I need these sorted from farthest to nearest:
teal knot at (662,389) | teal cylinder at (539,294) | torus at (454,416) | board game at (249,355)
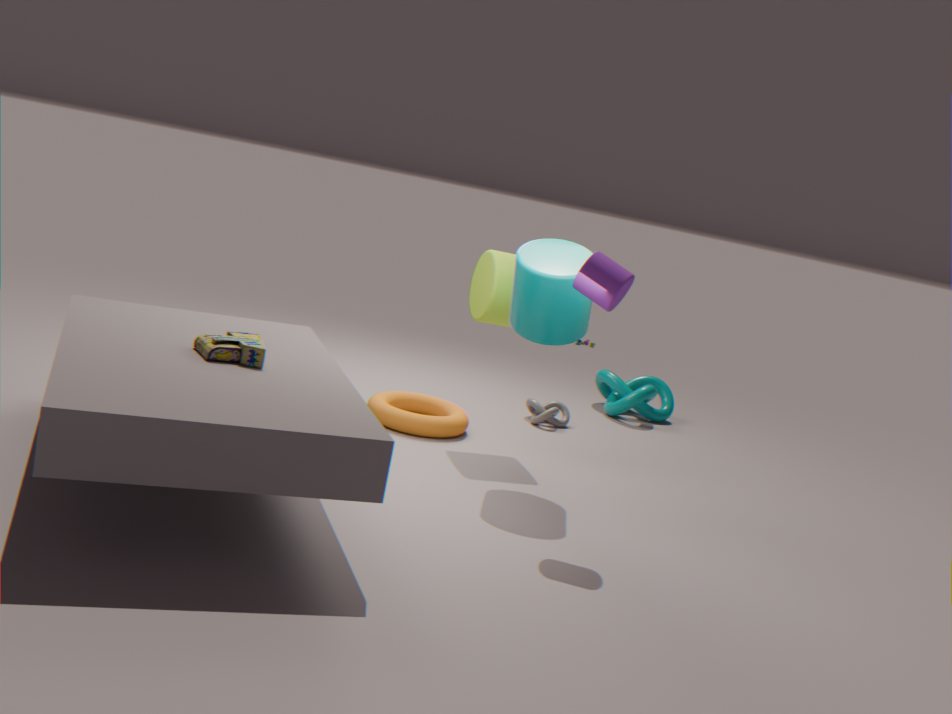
teal knot at (662,389) → torus at (454,416) → teal cylinder at (539,294) → board game at (249,355)
